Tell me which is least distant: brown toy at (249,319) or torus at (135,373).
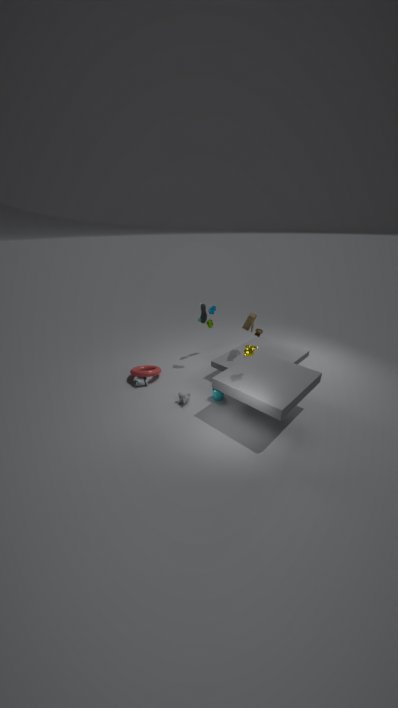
brown toy at (249,319)
